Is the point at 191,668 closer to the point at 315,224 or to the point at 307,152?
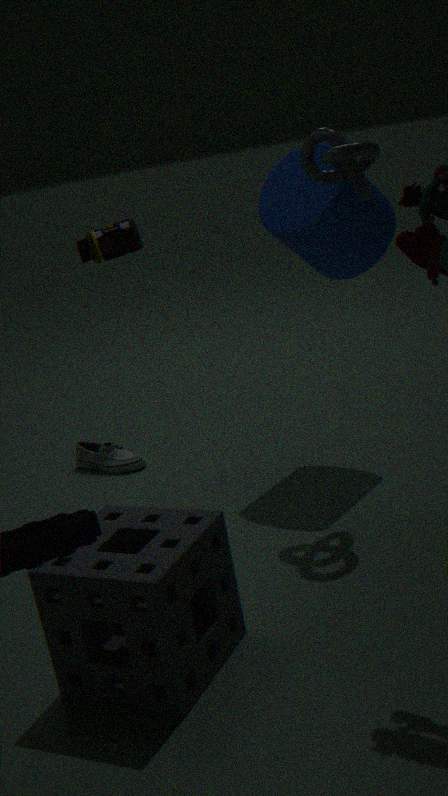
the point at 307,152
